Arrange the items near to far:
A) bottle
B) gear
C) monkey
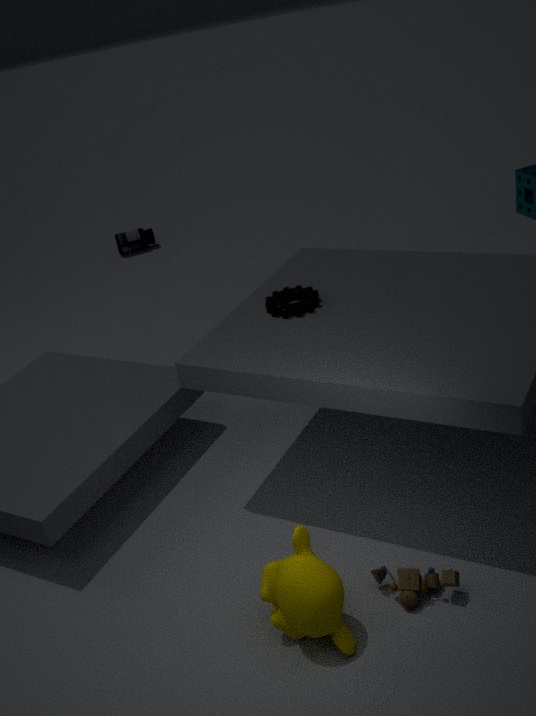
monkey
gear
bottle
